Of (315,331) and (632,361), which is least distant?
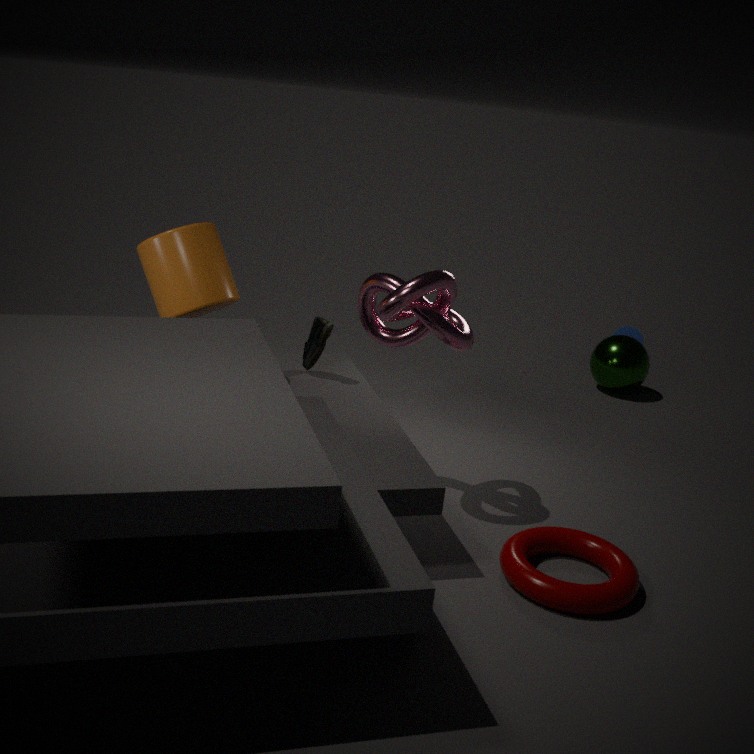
(315,331)
